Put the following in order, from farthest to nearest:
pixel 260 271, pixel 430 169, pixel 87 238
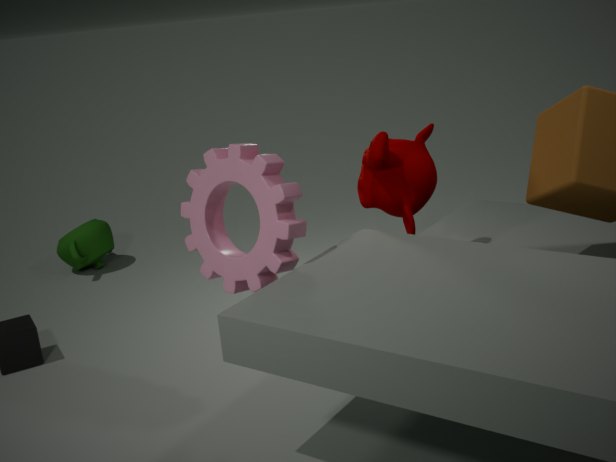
pixel 87 238, pixel 430 169, pixel 260 271
